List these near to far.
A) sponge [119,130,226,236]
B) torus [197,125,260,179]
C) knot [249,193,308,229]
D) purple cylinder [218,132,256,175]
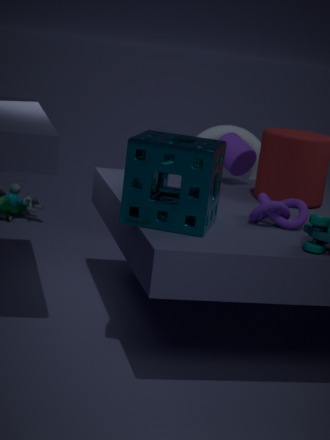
sponge [119,130,226,236] < knot [249,193,308,229] < purple cylinder [218,132,256,175] < torus [197,125,260,179]
